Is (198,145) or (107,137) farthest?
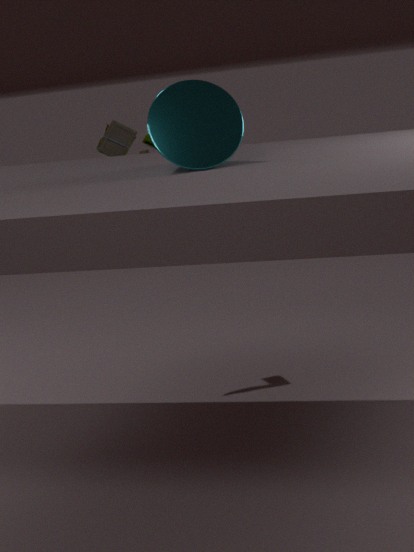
(107,137)
